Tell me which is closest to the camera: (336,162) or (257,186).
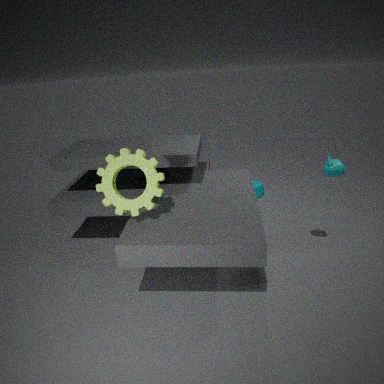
(336,162)
